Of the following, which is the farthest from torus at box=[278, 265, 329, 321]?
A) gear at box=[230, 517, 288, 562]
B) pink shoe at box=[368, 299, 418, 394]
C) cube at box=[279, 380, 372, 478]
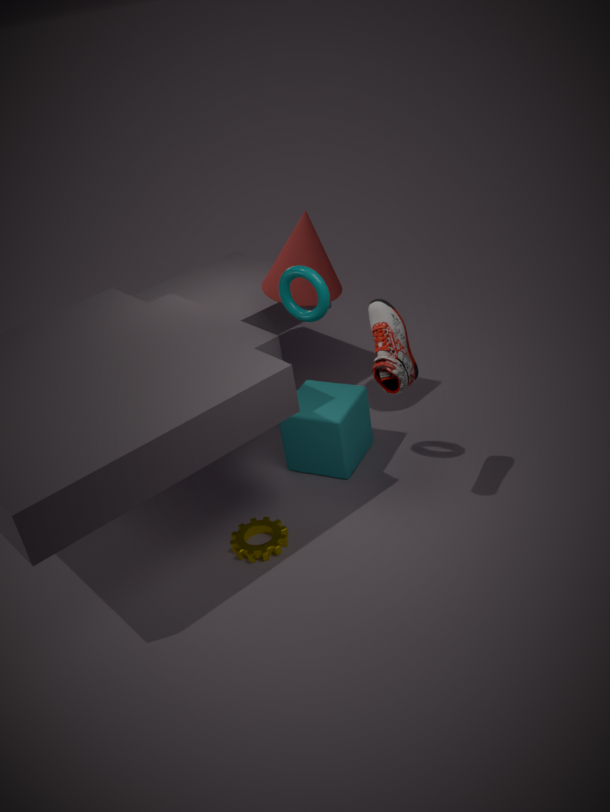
gear at box=[230, 517, 288, 562]
